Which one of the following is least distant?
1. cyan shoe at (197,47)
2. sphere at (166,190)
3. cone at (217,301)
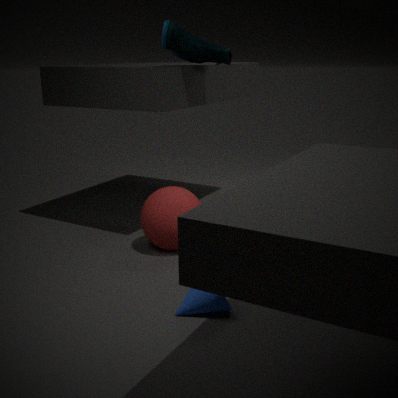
cone at (217,301)
